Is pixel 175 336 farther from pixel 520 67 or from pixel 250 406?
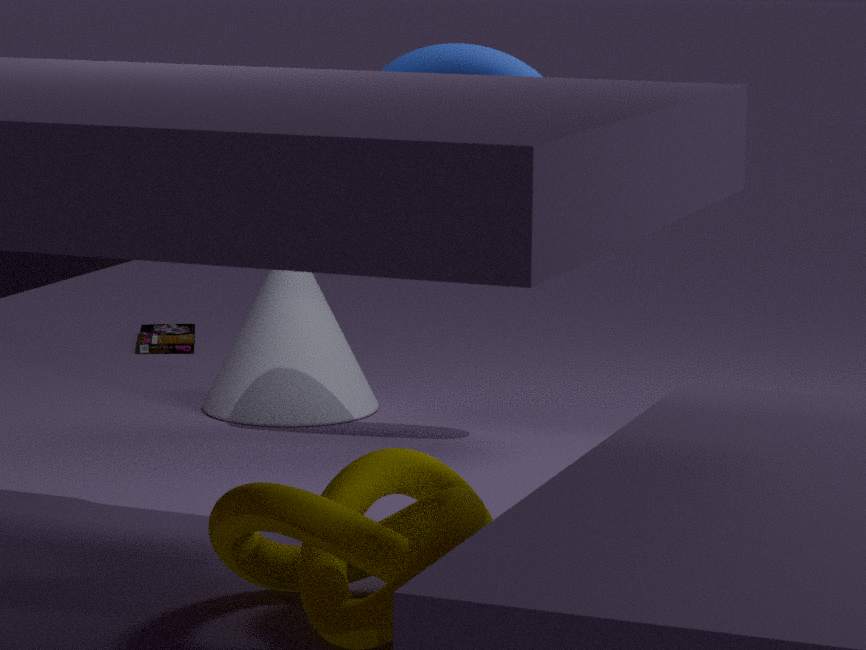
pixel 520 67
